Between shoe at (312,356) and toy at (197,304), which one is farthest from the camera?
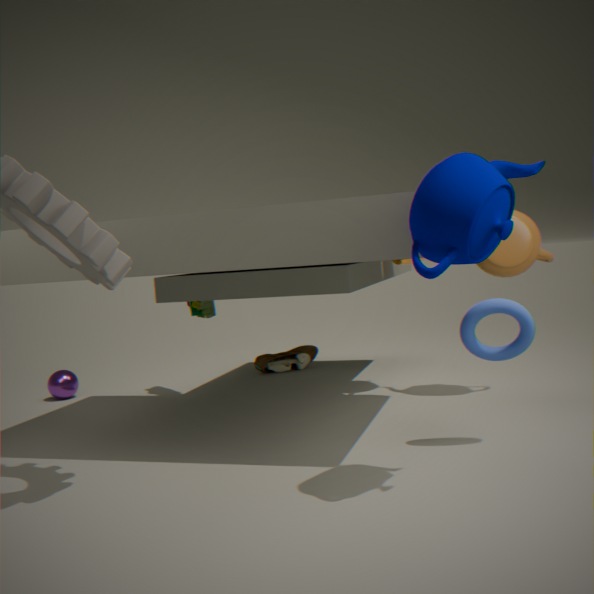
shoe at (312,356)
